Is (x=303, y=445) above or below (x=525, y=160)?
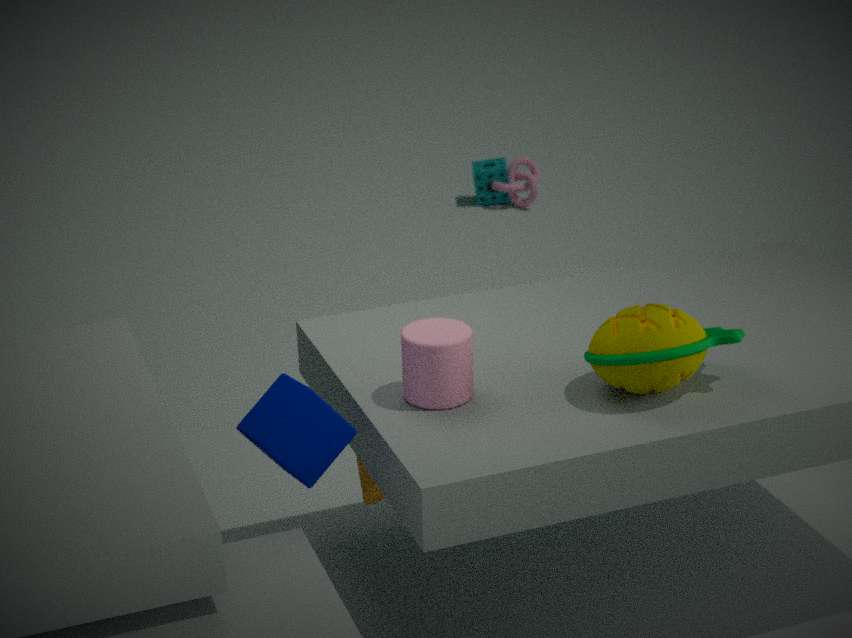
above
